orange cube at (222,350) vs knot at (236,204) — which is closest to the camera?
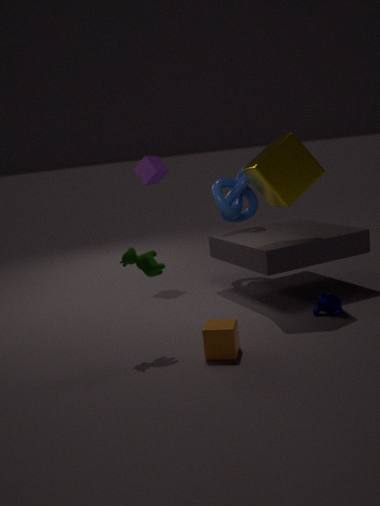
orange cube at (222,350)
